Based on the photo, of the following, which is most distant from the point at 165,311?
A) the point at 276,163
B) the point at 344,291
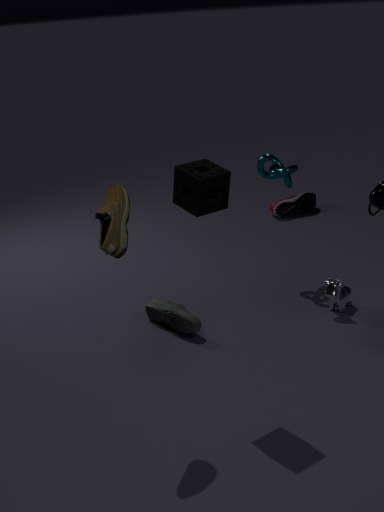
the point at 276,163
